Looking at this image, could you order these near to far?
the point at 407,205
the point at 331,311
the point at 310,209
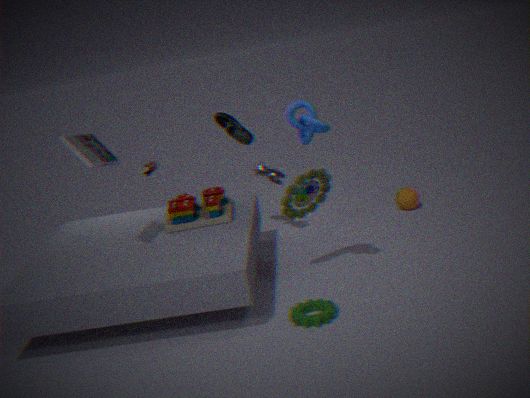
the point at 331,311, the point at 310,209, the point at 407,205
